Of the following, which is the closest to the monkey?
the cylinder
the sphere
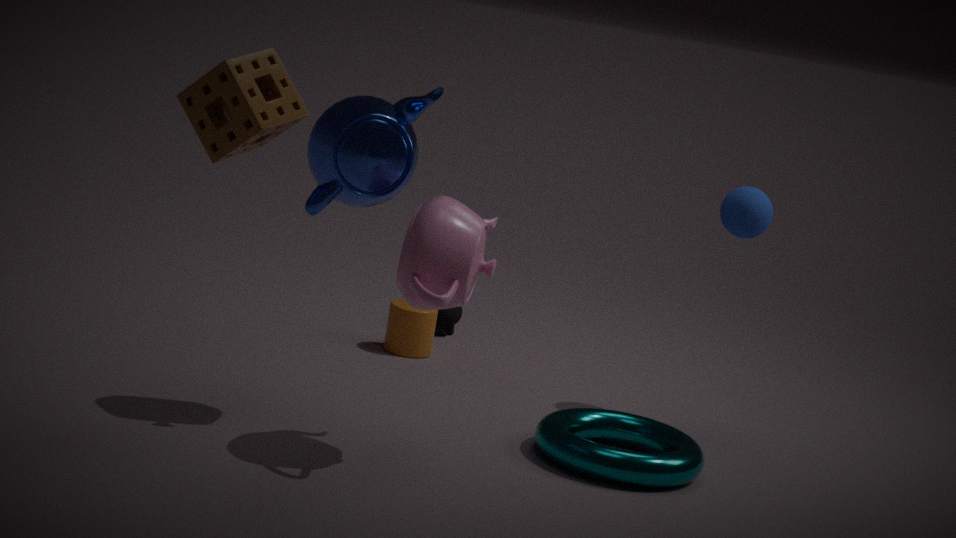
the cylinder
